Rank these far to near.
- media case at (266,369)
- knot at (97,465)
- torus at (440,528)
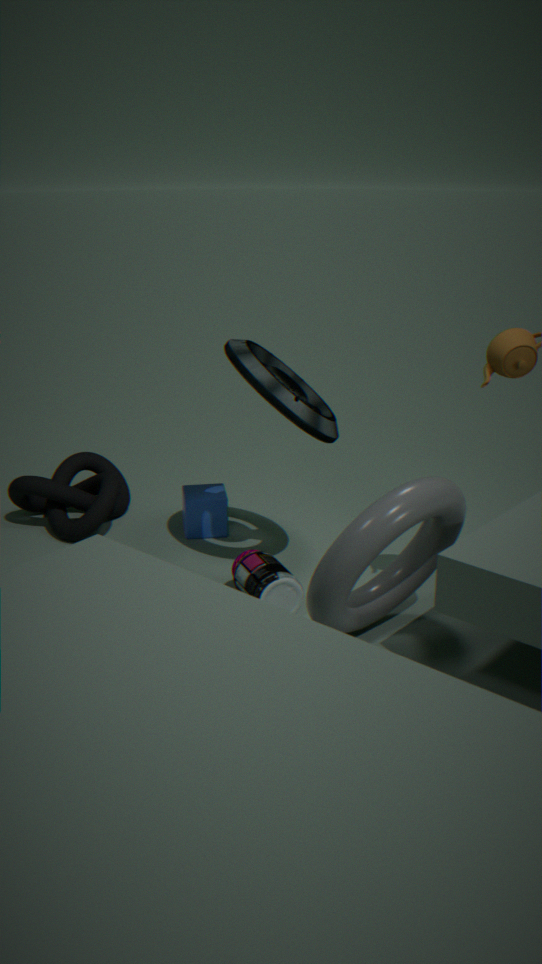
knot at (97,465) < media case at (266,369) < torus at (440,528)
